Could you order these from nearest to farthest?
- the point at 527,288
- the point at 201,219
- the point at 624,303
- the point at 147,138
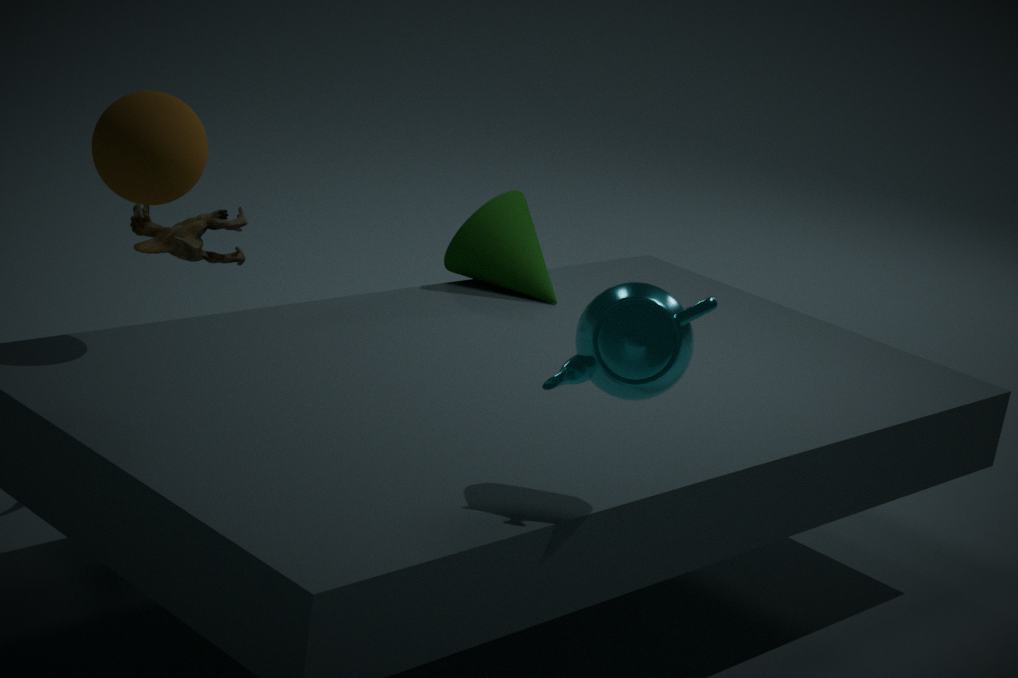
the point at 624,303
the point at 147,138
the point at 201,219
the point at 527,288
